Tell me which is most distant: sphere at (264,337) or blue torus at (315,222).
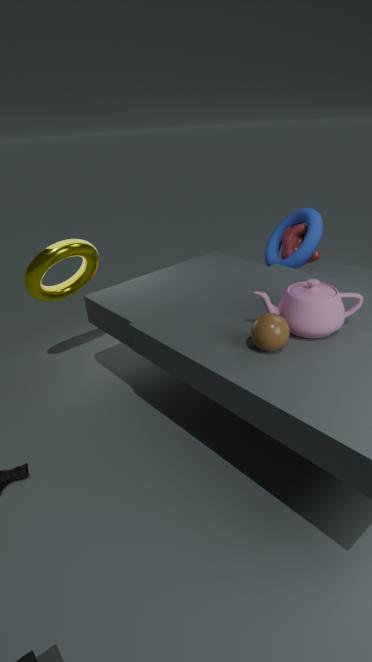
blue torus at (315,222)
